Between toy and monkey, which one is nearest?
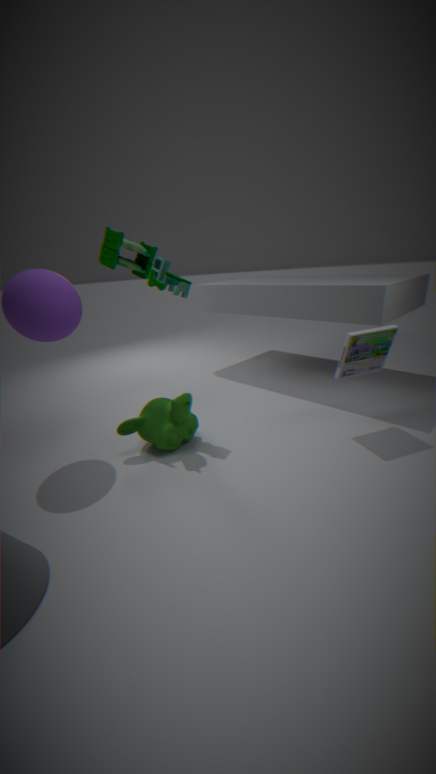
monkey
